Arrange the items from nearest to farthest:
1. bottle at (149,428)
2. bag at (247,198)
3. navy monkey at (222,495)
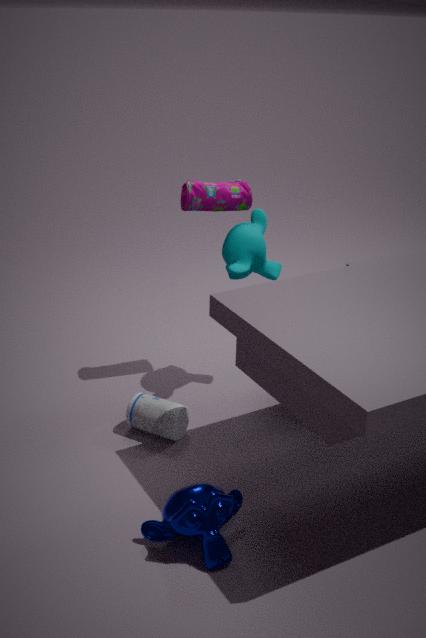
navy monkey at (222,495)
bottle at (149,428)
bag at (247,198)
